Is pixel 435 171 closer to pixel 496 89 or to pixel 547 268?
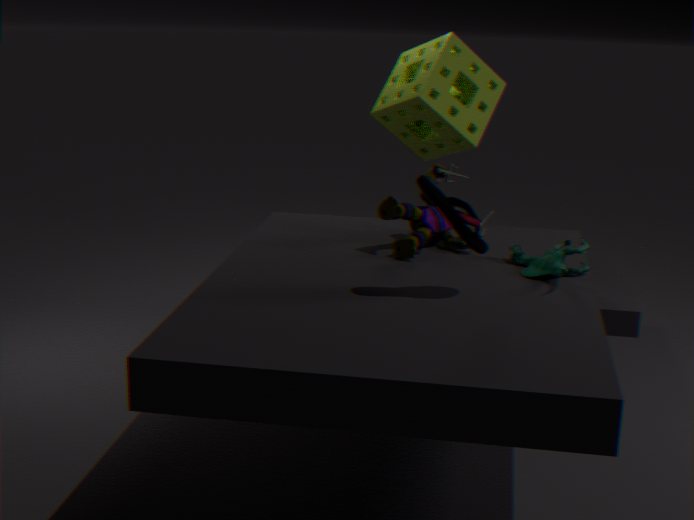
pixel 547 268
